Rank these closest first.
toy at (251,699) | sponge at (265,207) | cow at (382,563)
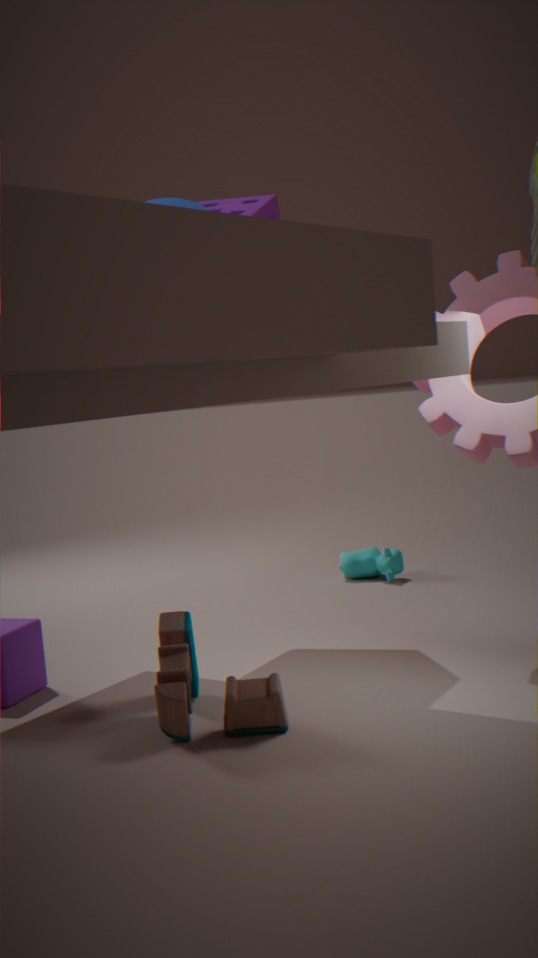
toy at (251,699) < sponge at (265,207) < cow at (382,563)
